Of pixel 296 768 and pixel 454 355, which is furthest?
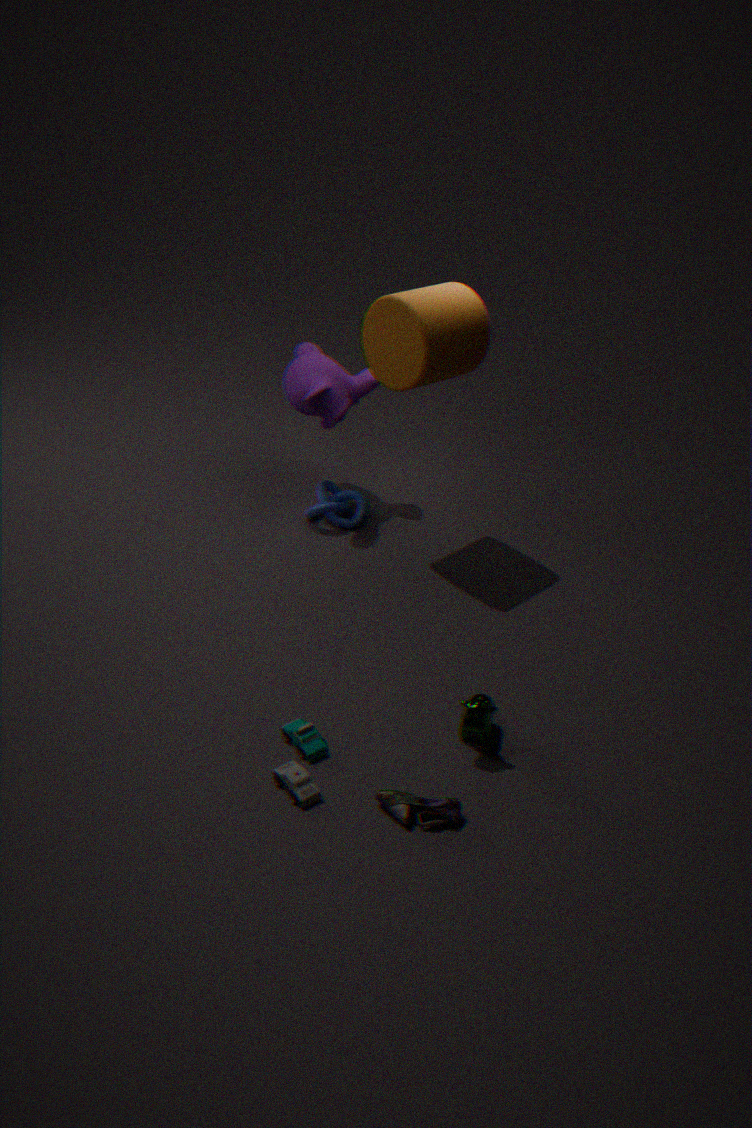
pixel 454 355
